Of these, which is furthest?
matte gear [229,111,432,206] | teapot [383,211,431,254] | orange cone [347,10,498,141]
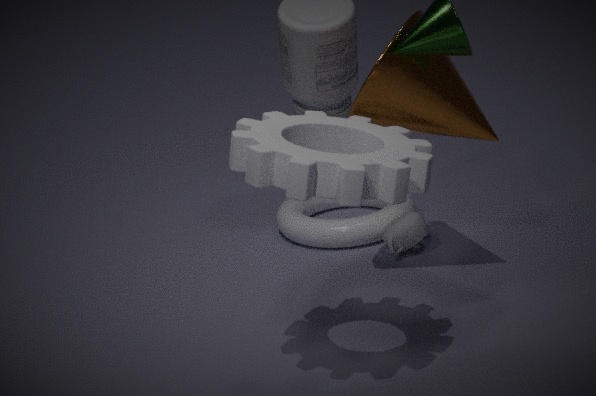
teapot [383,211,431,254]
